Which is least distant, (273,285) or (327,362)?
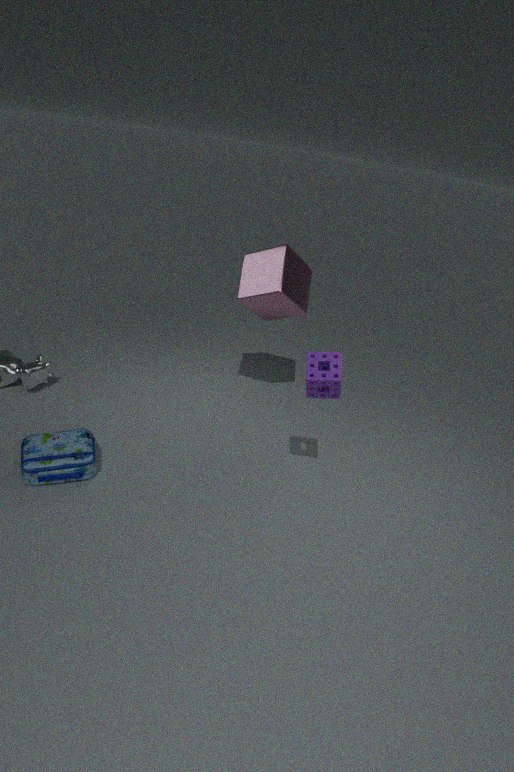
(327,362)
